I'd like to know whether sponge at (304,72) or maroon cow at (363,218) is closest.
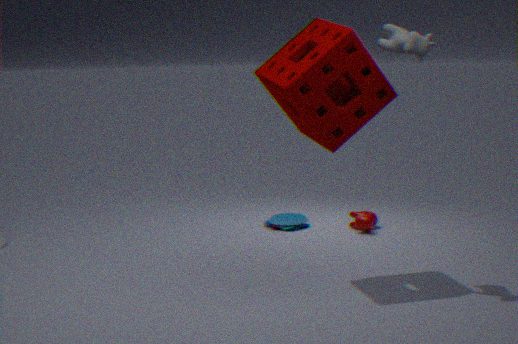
Answer: sponge at (304,72)
